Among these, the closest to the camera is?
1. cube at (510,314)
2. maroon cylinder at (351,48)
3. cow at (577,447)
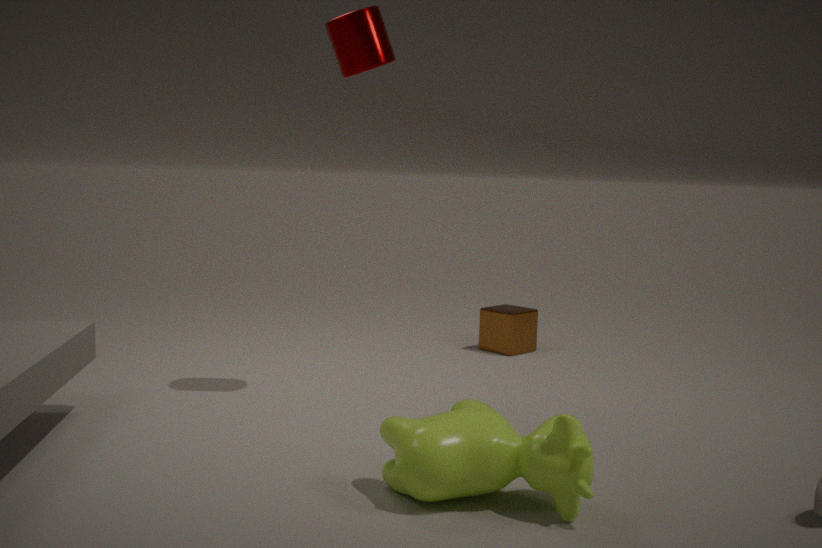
cow at (577,447)
